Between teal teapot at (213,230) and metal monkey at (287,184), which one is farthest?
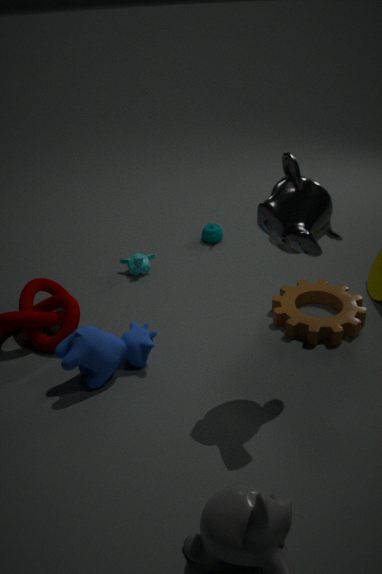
teal teapot at (213,230)
